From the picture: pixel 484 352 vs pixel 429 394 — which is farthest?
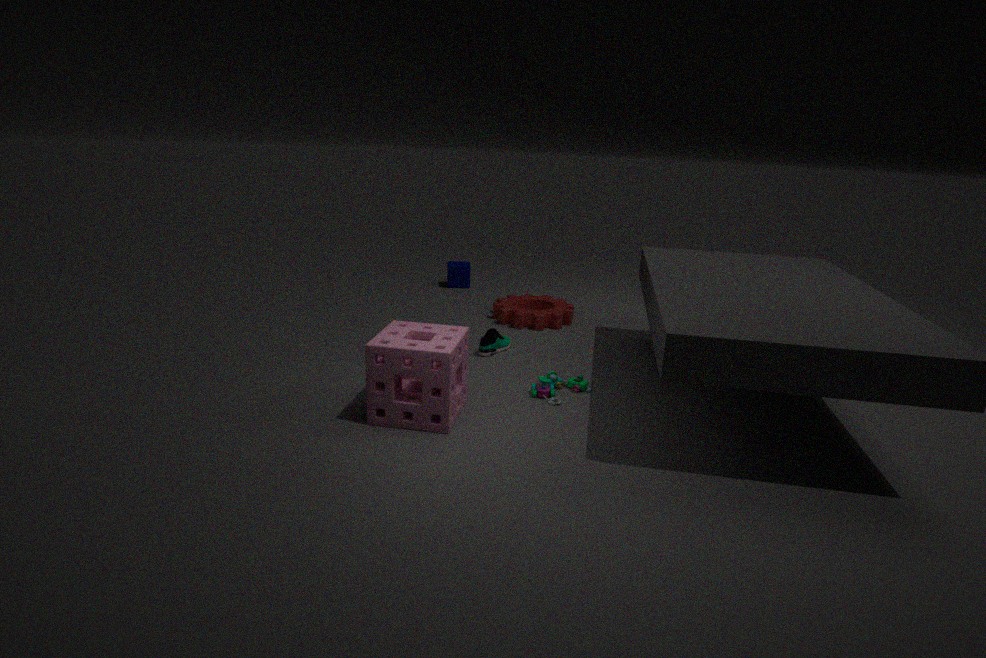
pixel 484 352
